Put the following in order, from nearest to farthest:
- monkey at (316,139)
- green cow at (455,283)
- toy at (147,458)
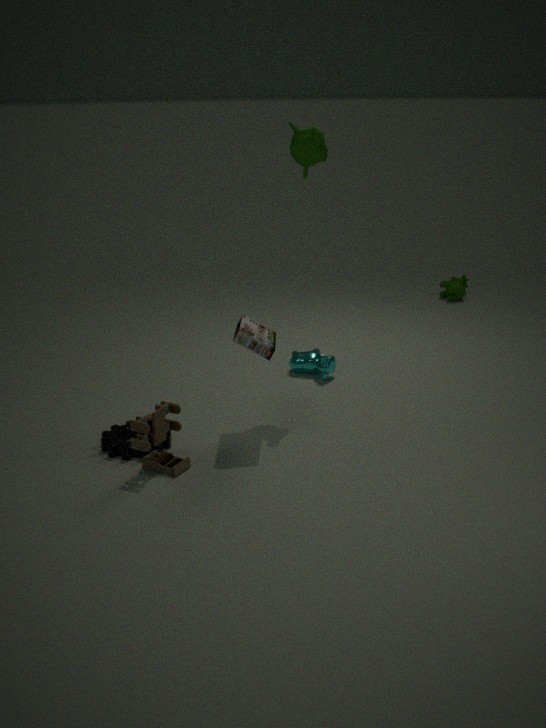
1. toy at (147,458)
2. monkey at (316,139)
3. green cow at (455,283)
